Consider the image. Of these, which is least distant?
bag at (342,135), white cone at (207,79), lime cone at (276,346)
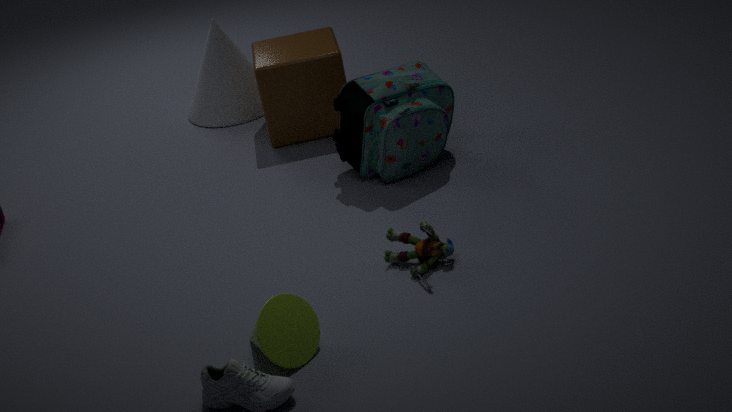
lime cone at (276,346)
